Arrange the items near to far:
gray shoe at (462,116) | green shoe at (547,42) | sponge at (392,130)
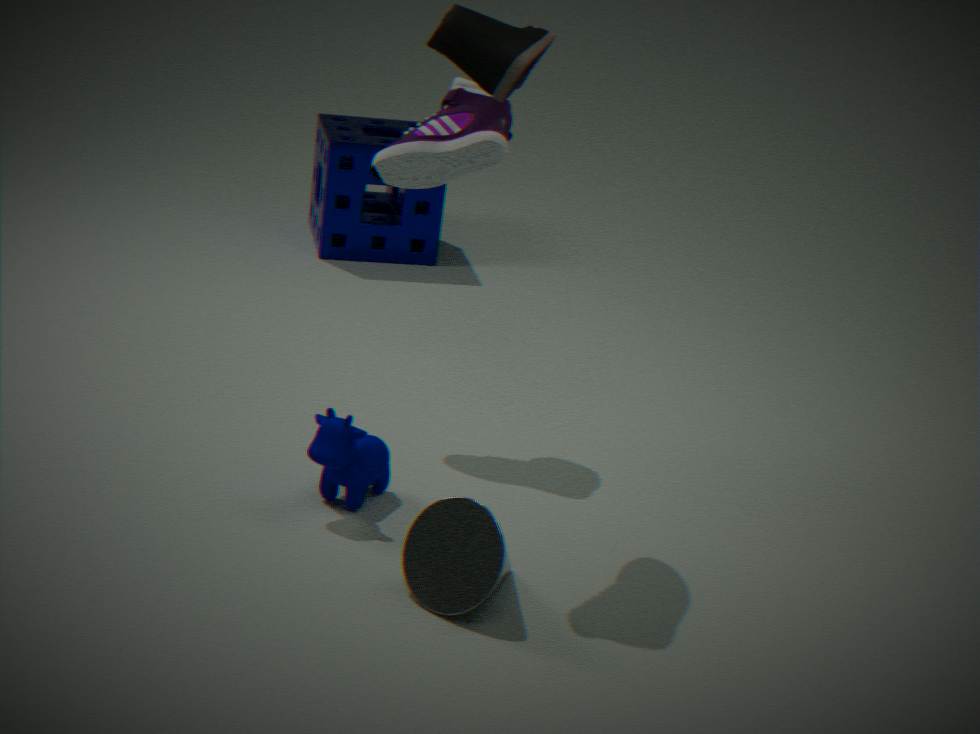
green shoe at (547,42) → gray shoe at (462,116) → sponge at (392,130)
